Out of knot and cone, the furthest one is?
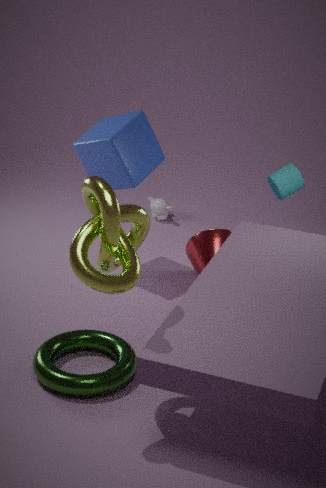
cone
